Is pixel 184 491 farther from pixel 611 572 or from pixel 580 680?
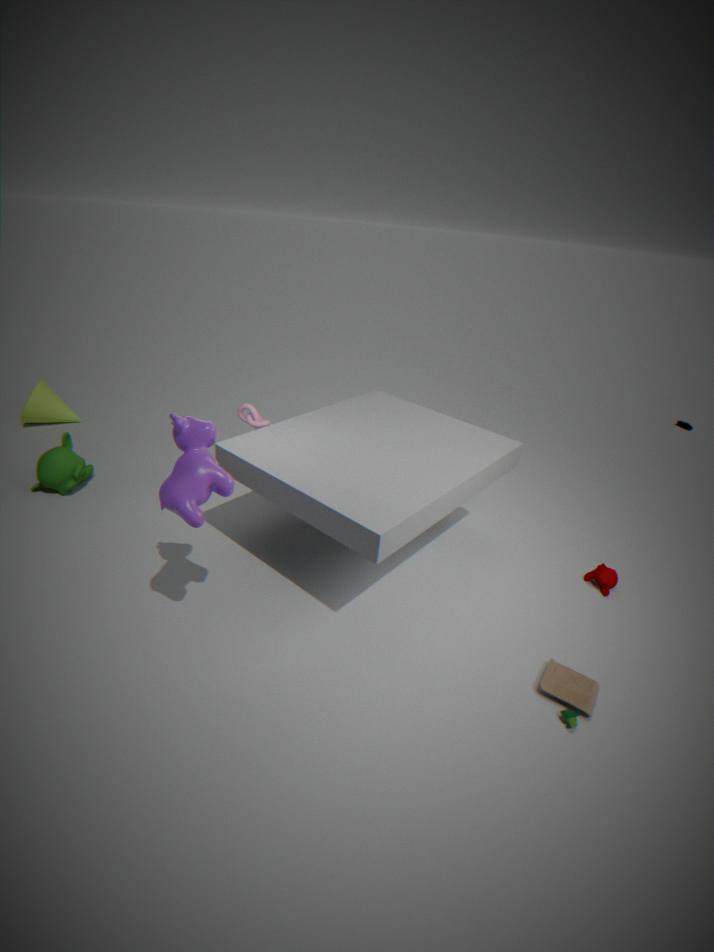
pixel 611 572
